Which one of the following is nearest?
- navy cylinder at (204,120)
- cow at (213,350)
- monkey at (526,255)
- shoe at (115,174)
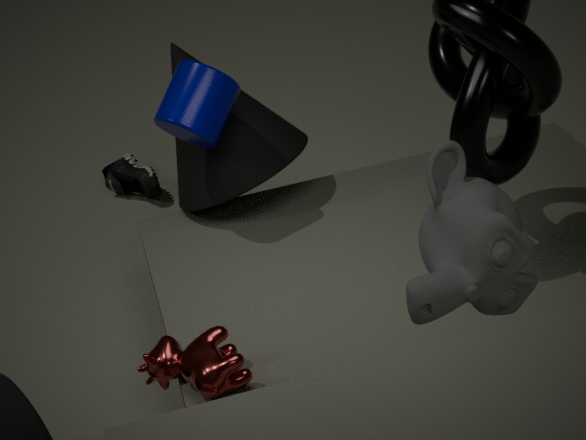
monkey at (526,255)
